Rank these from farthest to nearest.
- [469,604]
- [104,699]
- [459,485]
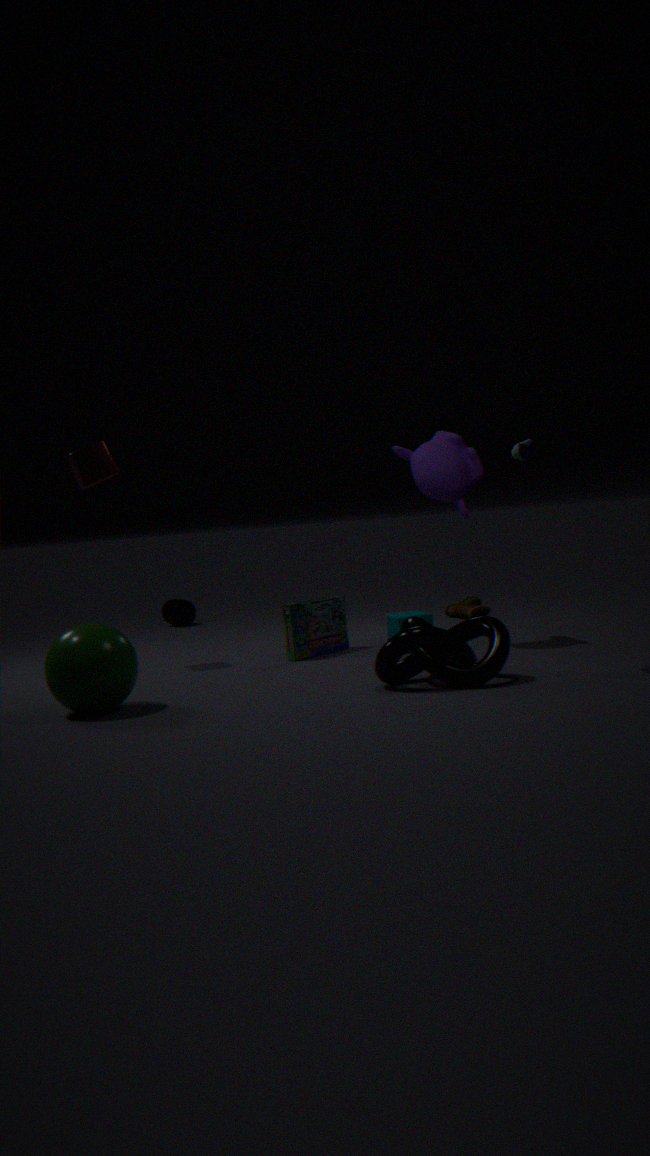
[469,604], [459,485], [104,699]
